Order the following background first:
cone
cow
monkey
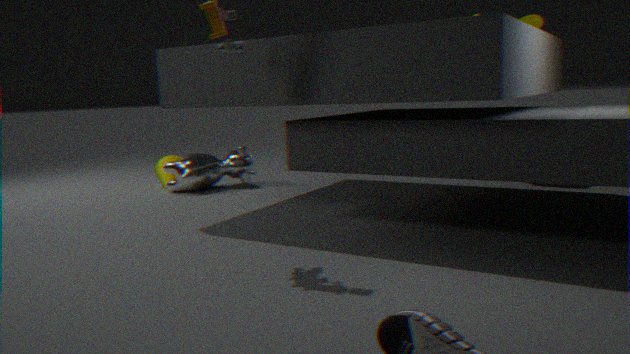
1. cone
2. cow
3. monkey
